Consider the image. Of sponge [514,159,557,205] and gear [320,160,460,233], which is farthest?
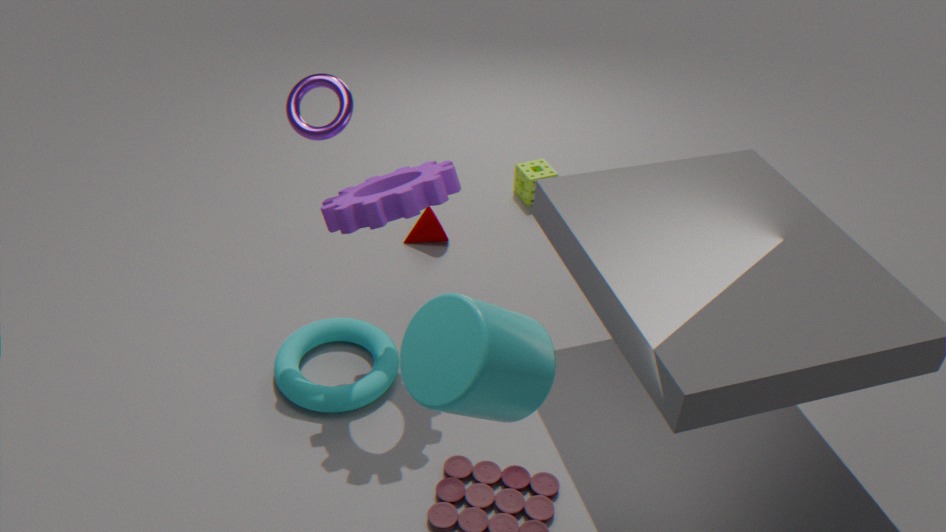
sponge [514,159,557,205]
